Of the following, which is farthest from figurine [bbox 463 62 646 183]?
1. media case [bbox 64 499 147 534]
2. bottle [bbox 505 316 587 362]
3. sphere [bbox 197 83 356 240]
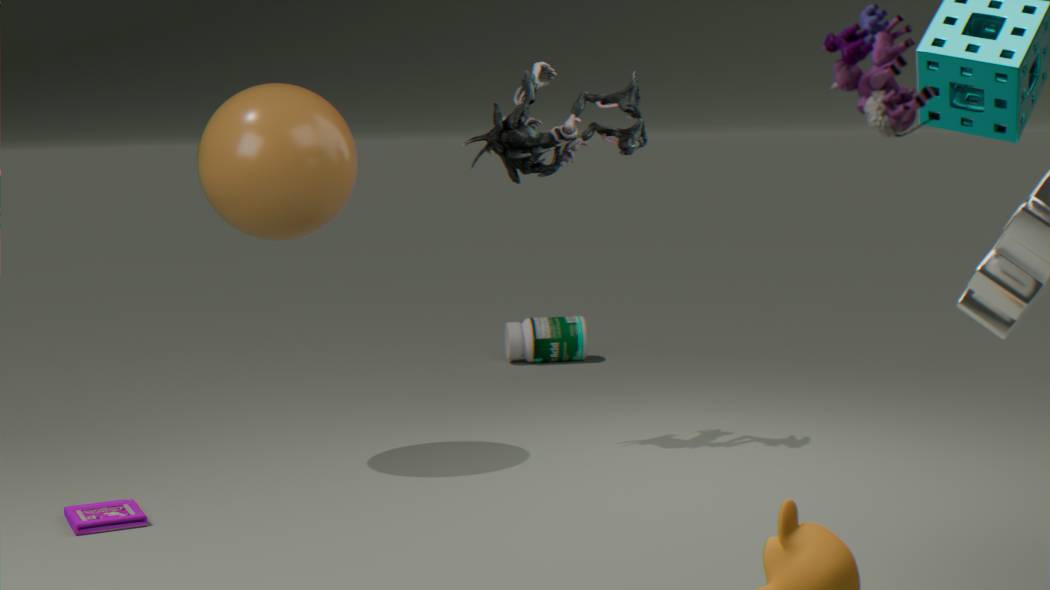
bottle [bbox 505 316 587 362]
